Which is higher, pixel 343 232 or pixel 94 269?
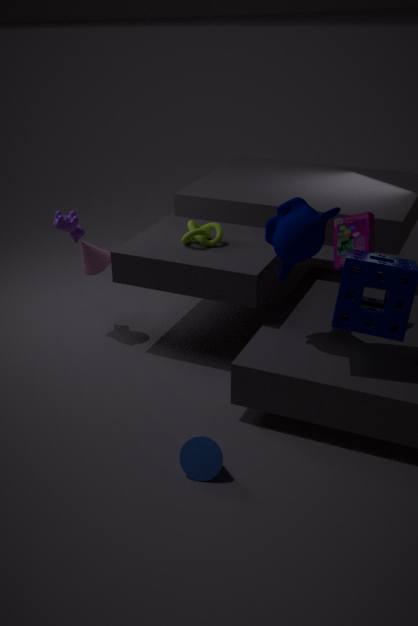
pixel 343 232
